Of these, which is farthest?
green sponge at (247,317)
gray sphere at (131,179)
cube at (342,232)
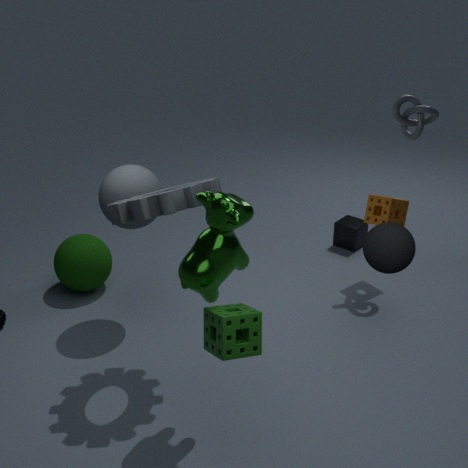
cube at (342,232)
